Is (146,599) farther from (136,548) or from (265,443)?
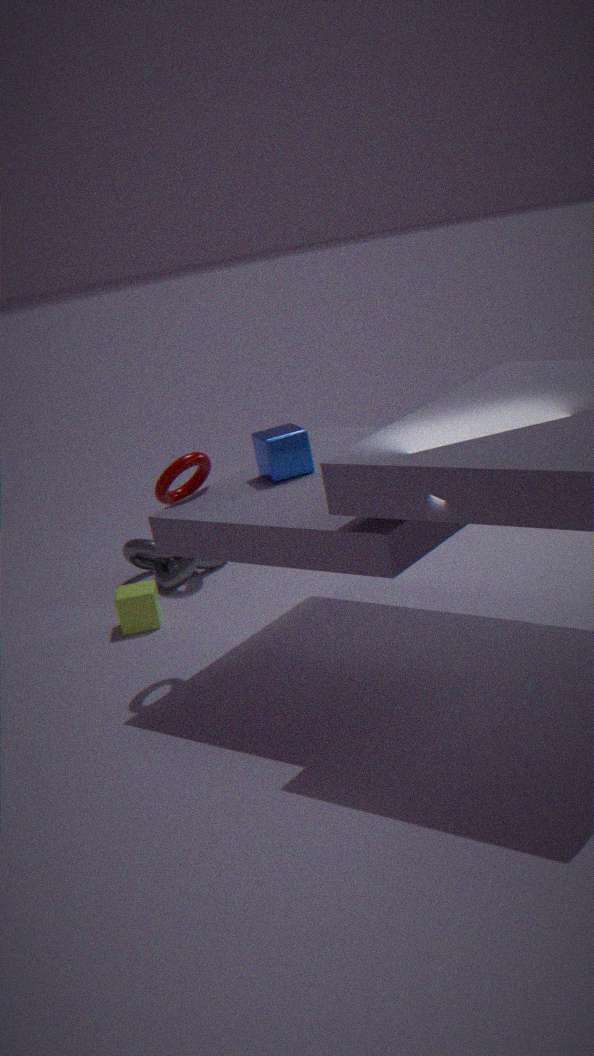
(265,443)
